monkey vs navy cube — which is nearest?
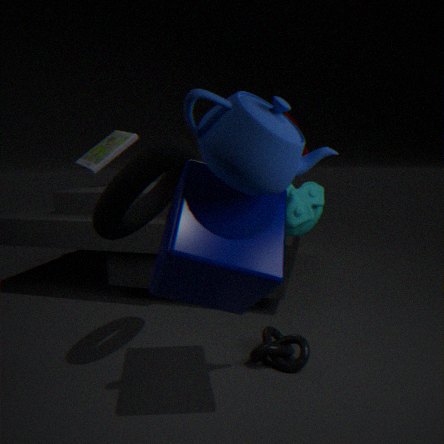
navy cube
